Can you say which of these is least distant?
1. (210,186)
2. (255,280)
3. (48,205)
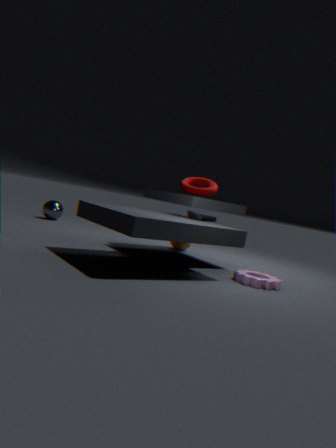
(255,280)
